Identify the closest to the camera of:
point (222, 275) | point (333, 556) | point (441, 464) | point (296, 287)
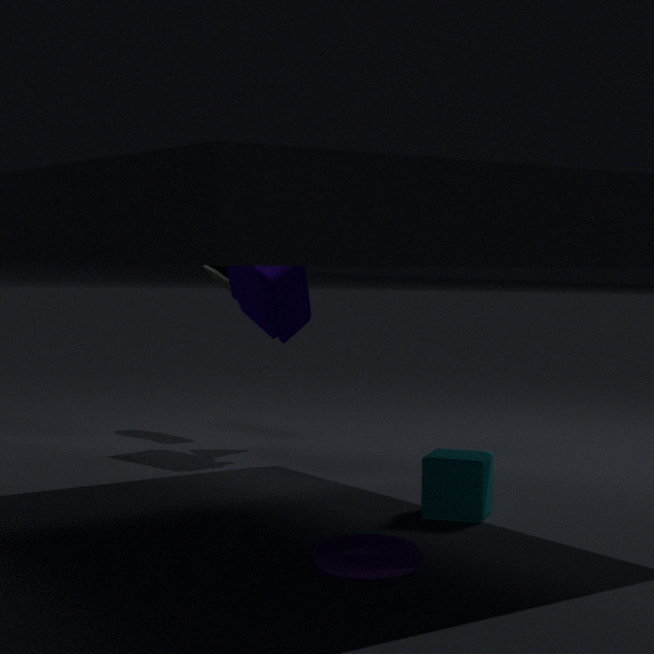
point (333, 556)
